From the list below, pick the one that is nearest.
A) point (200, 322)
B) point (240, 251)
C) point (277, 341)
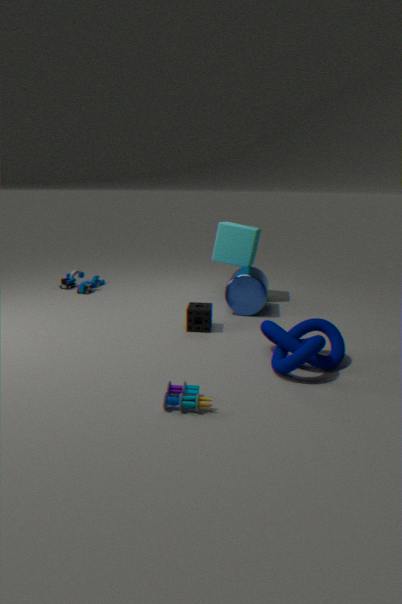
point (277, 341)
